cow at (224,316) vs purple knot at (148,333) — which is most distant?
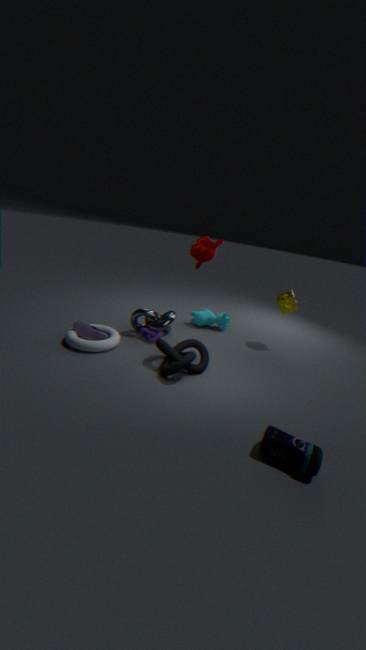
cow at (224,316)
